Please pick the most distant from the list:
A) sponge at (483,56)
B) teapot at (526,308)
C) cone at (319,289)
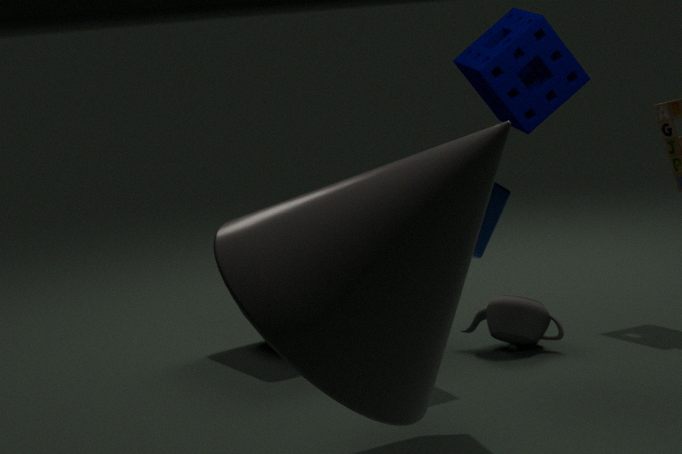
teapot at (526,308)
